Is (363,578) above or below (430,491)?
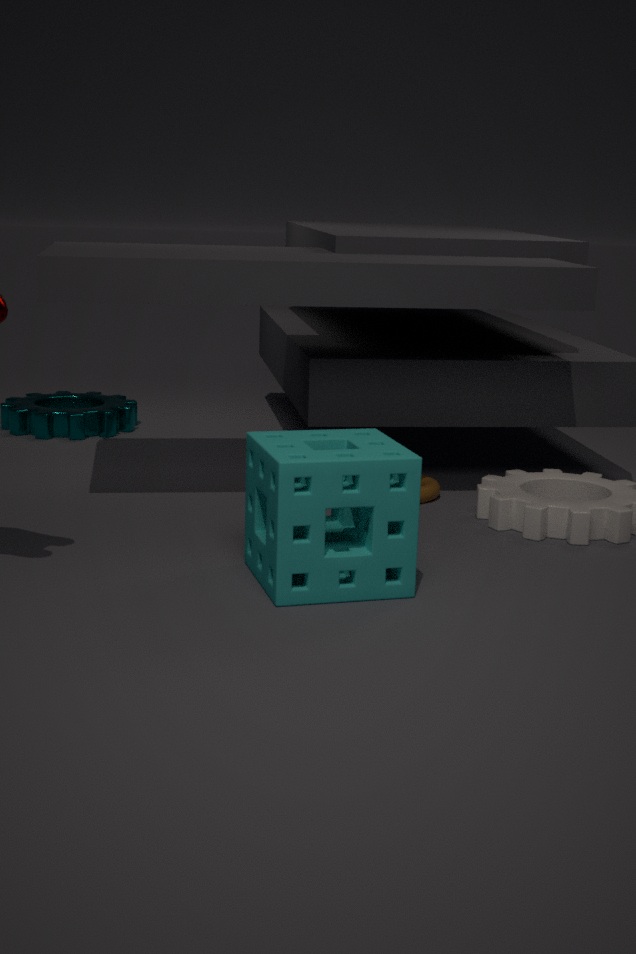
above
